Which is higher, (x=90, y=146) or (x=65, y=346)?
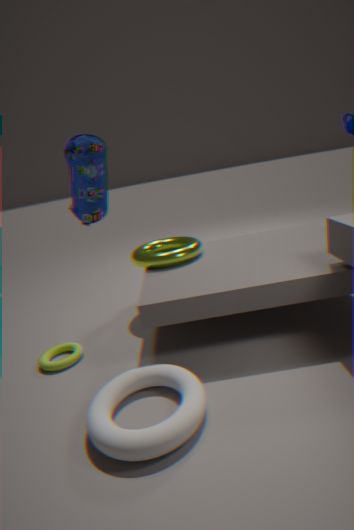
(x=90, y=146)
